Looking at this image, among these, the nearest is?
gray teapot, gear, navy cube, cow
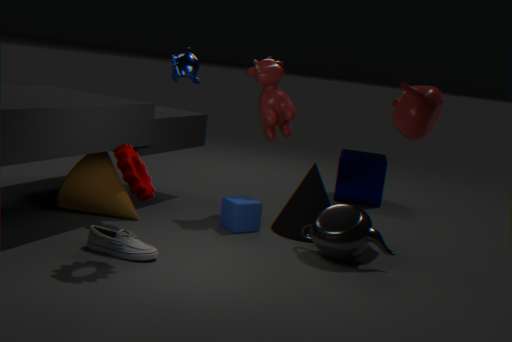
gear
